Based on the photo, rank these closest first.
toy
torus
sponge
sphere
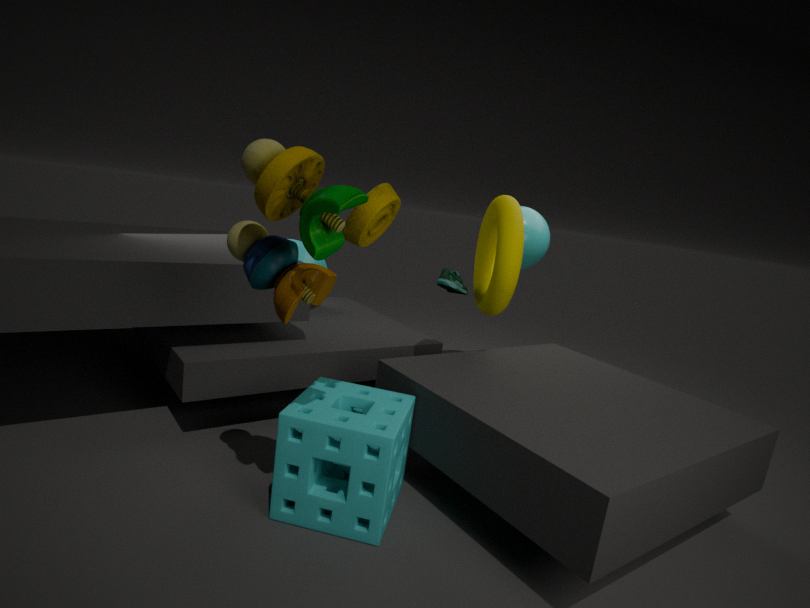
toy
sponge
torus
sphere
